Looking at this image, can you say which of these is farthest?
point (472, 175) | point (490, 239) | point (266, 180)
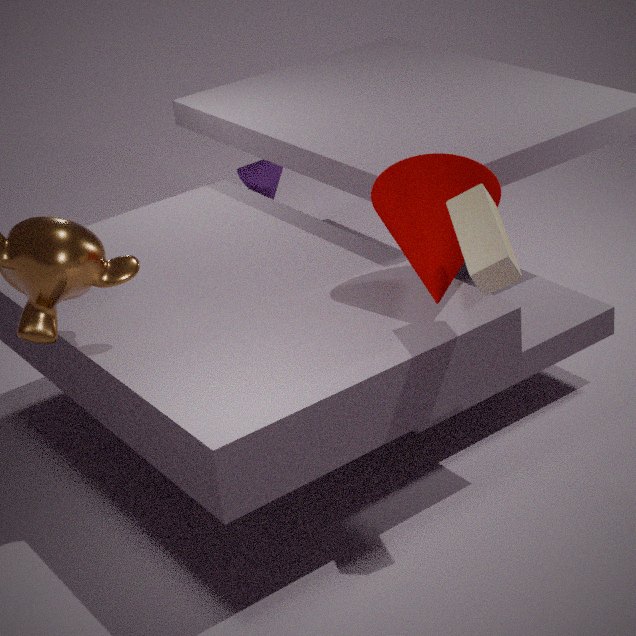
point (266, 180)
